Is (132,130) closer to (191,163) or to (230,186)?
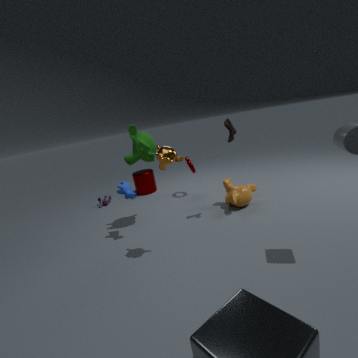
(191,163)
